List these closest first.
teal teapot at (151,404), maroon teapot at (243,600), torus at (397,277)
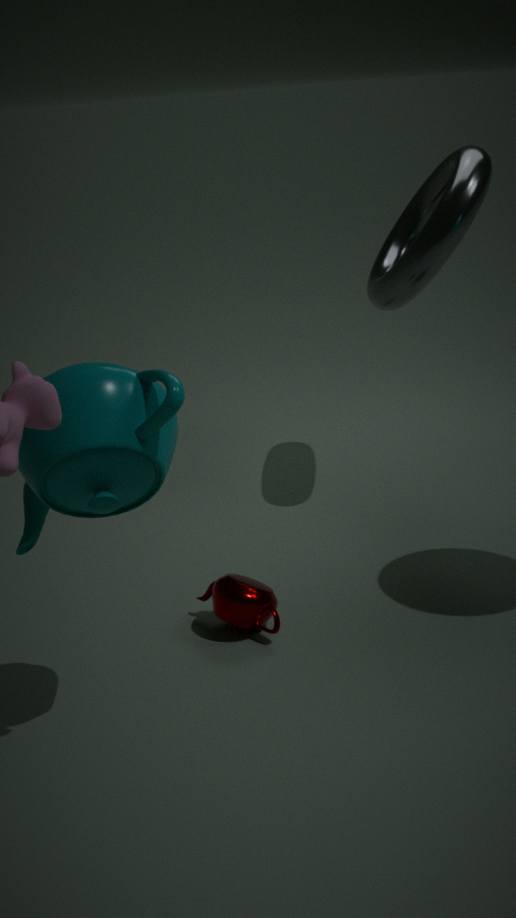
teal teapot at (151,404) < maroon teapot at (243,600) < torus at (397,277)
